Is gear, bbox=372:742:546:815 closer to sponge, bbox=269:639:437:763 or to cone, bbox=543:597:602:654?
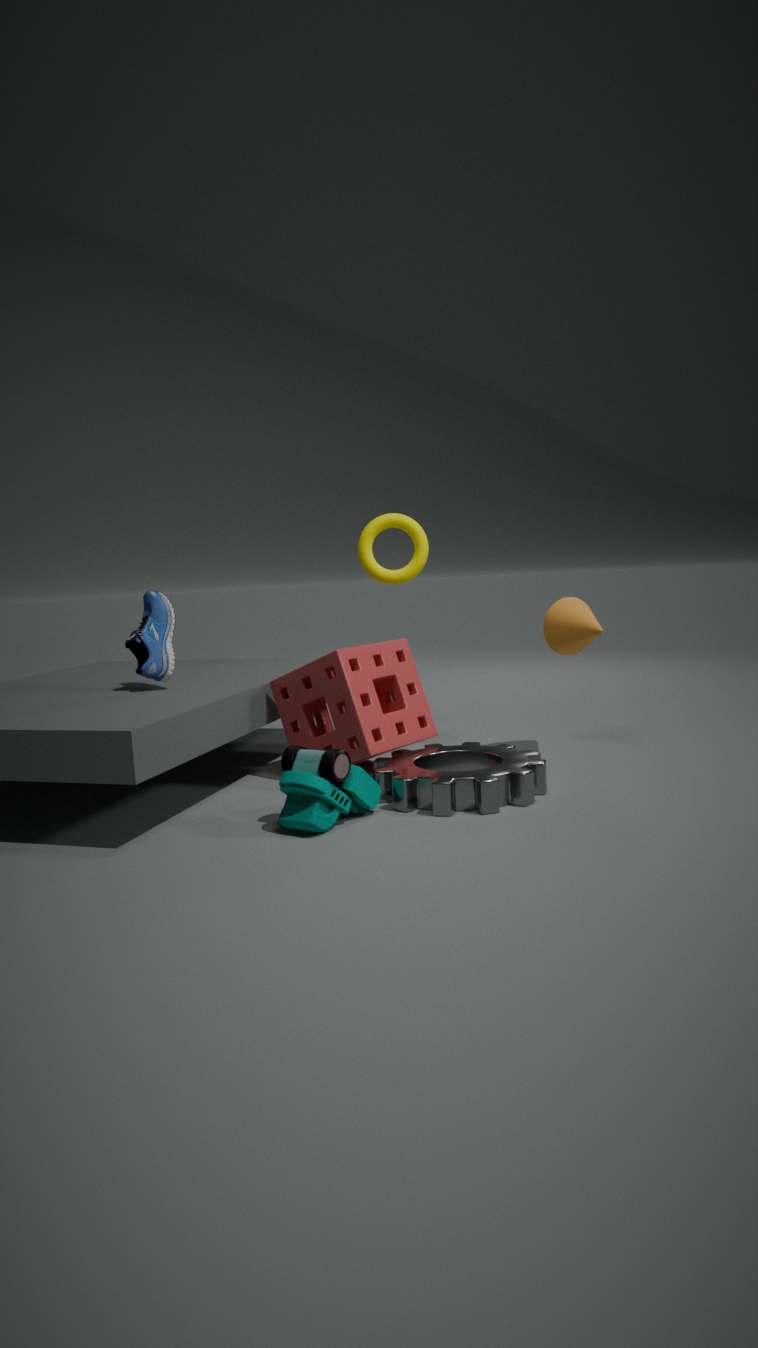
sponge, bbox=269:639:437:763
